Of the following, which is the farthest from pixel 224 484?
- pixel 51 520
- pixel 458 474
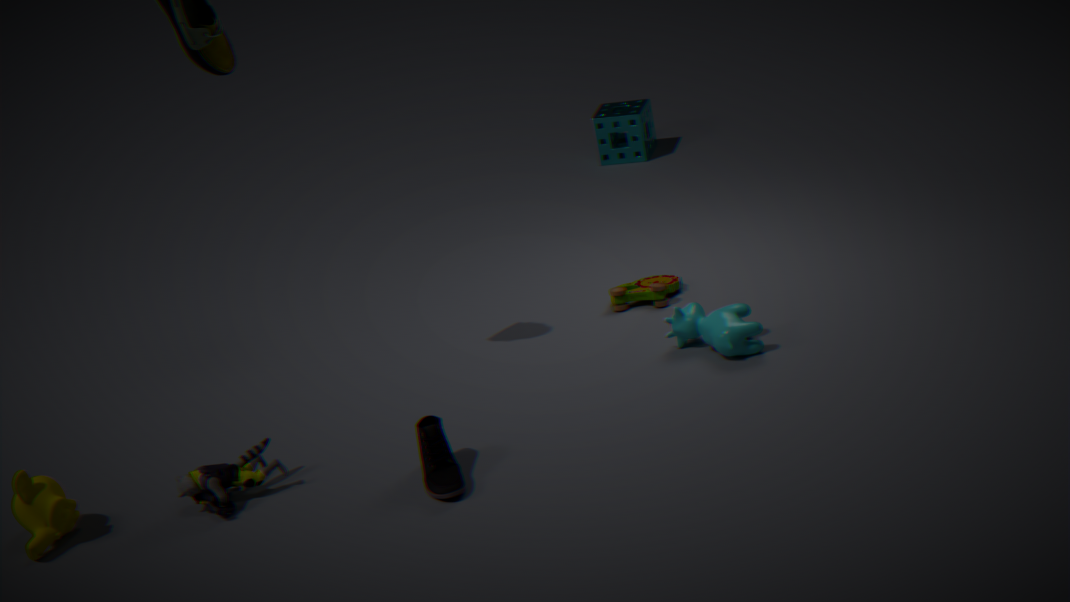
pixel 458 474
